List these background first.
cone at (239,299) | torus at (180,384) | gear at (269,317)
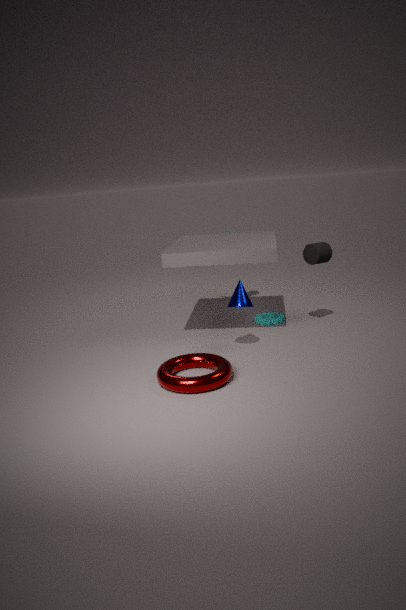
gear at (269,317) < cone at (239,299) < torus at (180,384)
